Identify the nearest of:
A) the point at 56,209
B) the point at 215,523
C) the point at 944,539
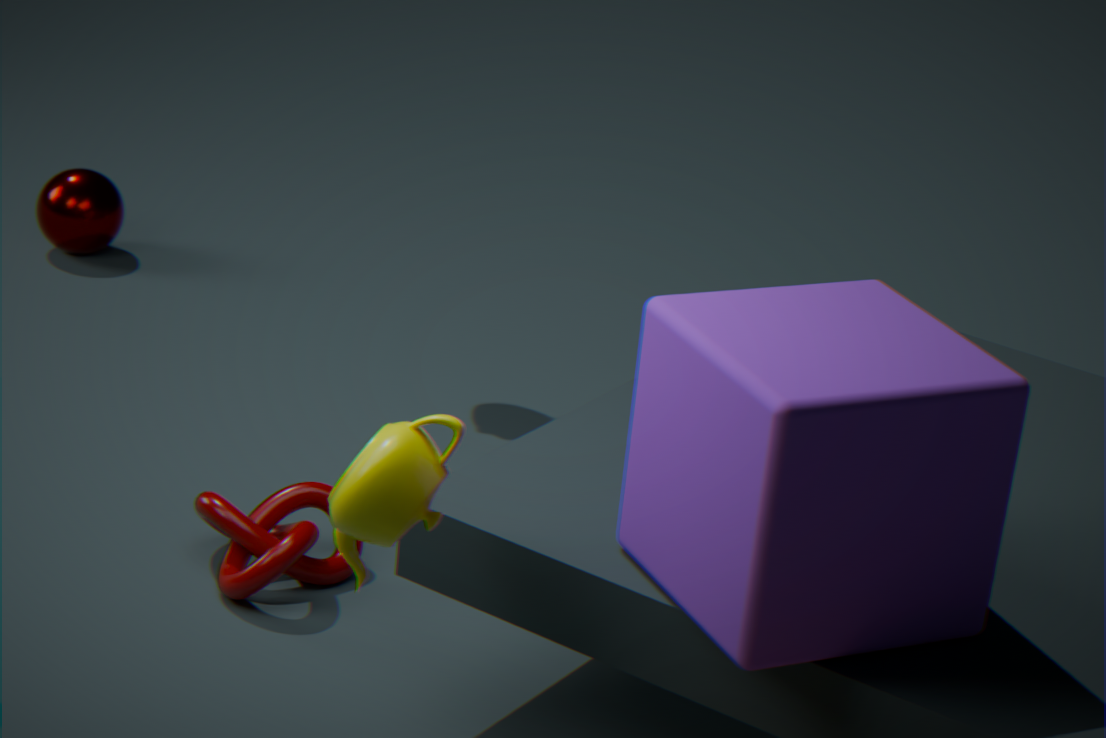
C. the point at 944,539
